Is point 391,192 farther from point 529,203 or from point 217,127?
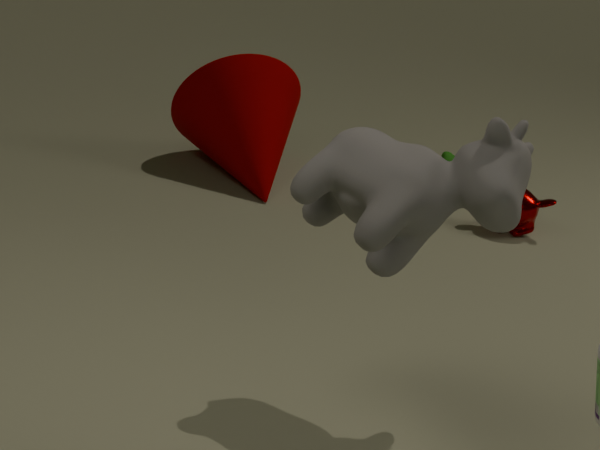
point 217,127
